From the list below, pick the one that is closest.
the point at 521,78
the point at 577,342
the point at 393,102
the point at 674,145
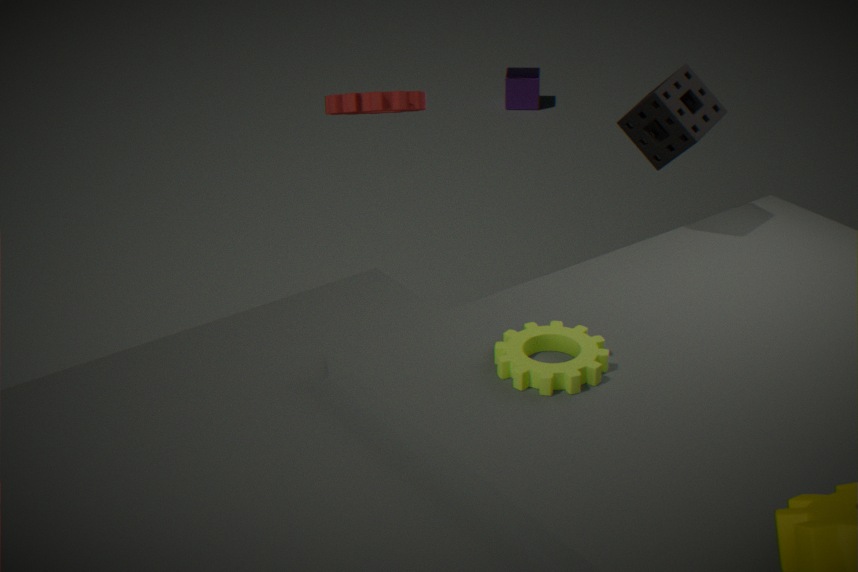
the point at 577,342
